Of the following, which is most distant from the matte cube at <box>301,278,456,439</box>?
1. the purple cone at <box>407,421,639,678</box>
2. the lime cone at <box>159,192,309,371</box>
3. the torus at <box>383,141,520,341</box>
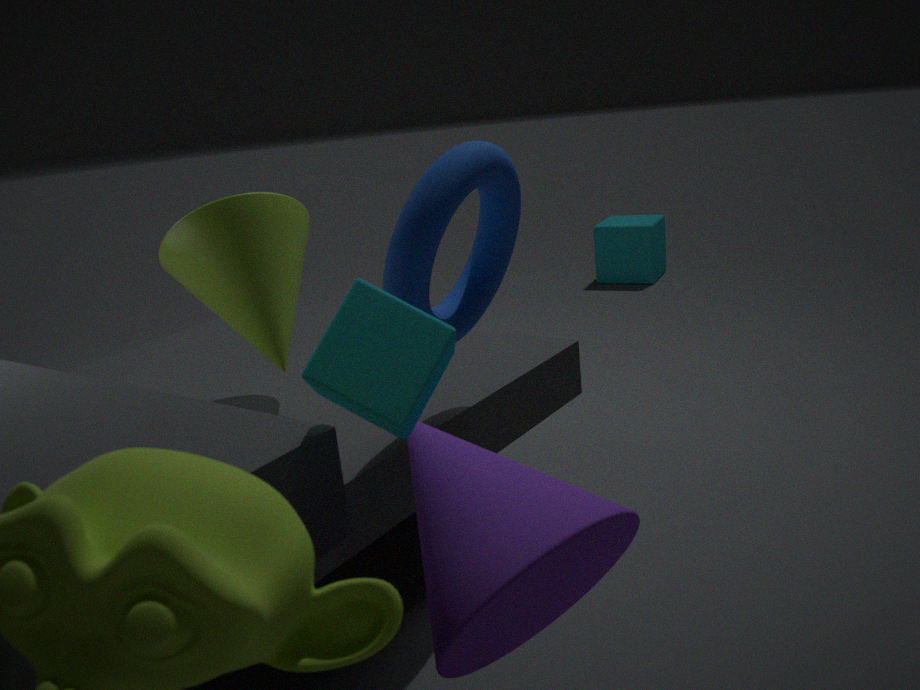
the lime cone at <box>159,192,309,371</box>
